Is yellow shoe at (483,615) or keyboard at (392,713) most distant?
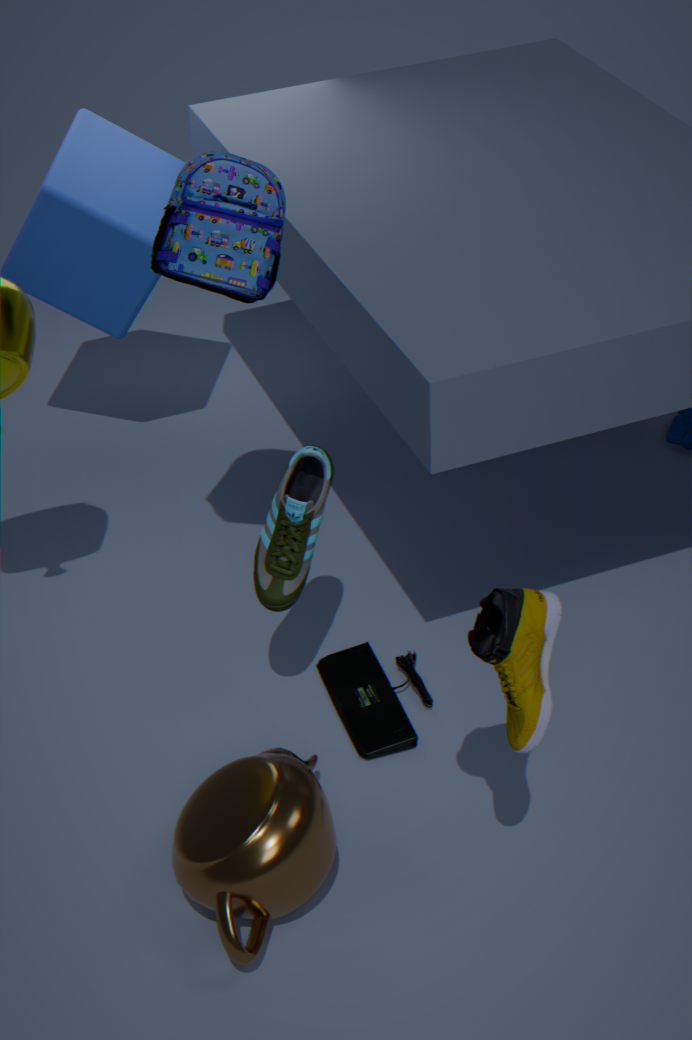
keyboard at (392,713)
